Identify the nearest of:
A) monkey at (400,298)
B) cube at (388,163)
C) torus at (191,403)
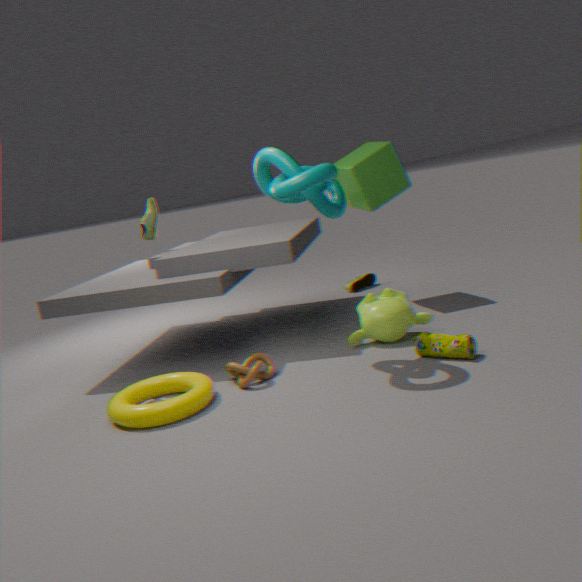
torus at (191,403)
